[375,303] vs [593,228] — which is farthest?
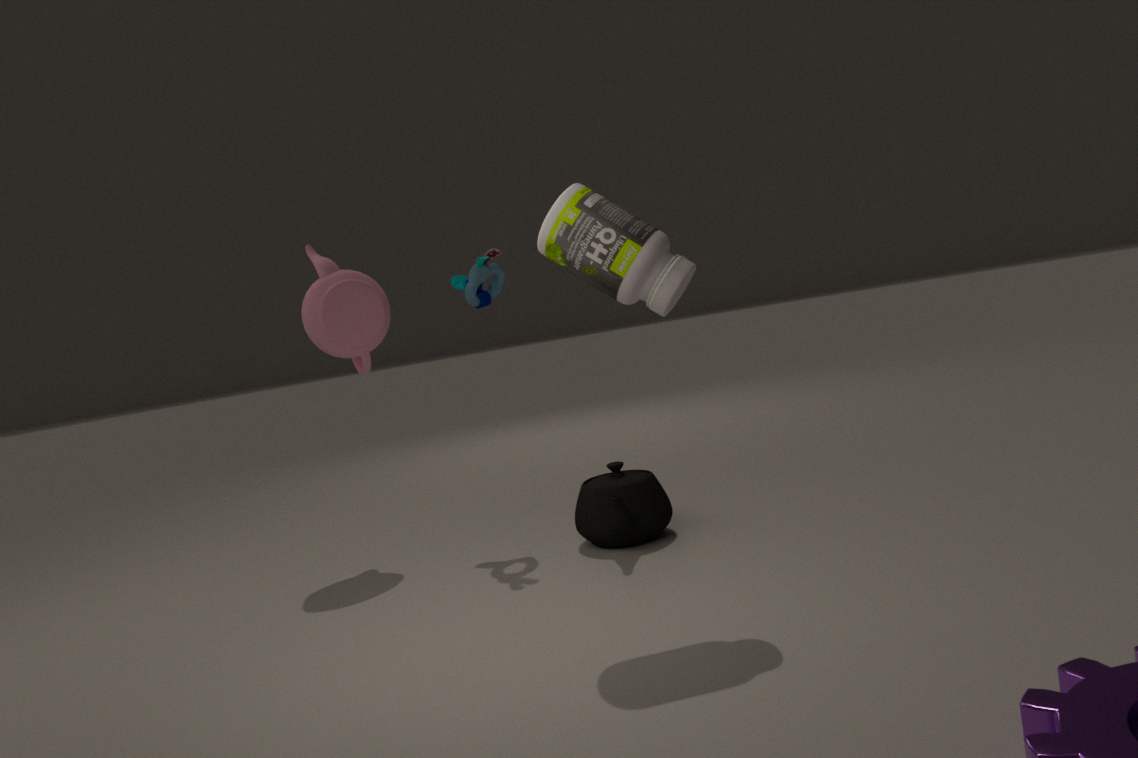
[375,303]
